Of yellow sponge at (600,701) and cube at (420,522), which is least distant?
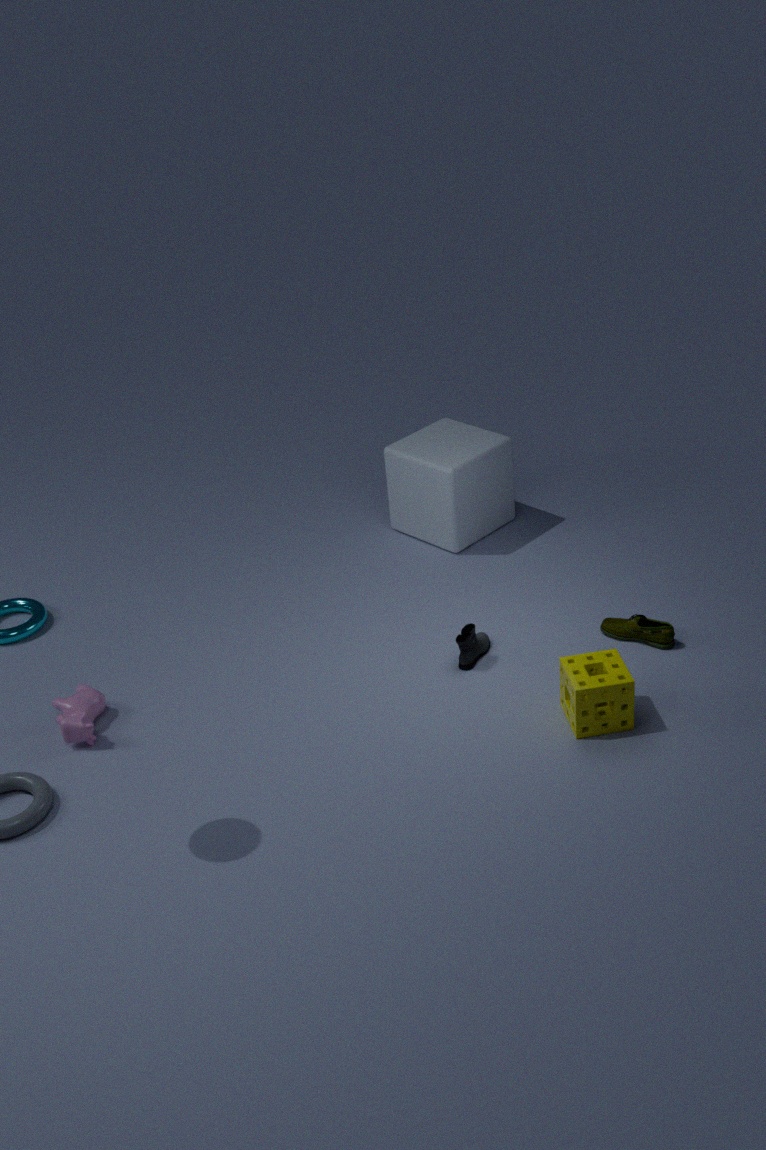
yellow sponge at (600,701)
